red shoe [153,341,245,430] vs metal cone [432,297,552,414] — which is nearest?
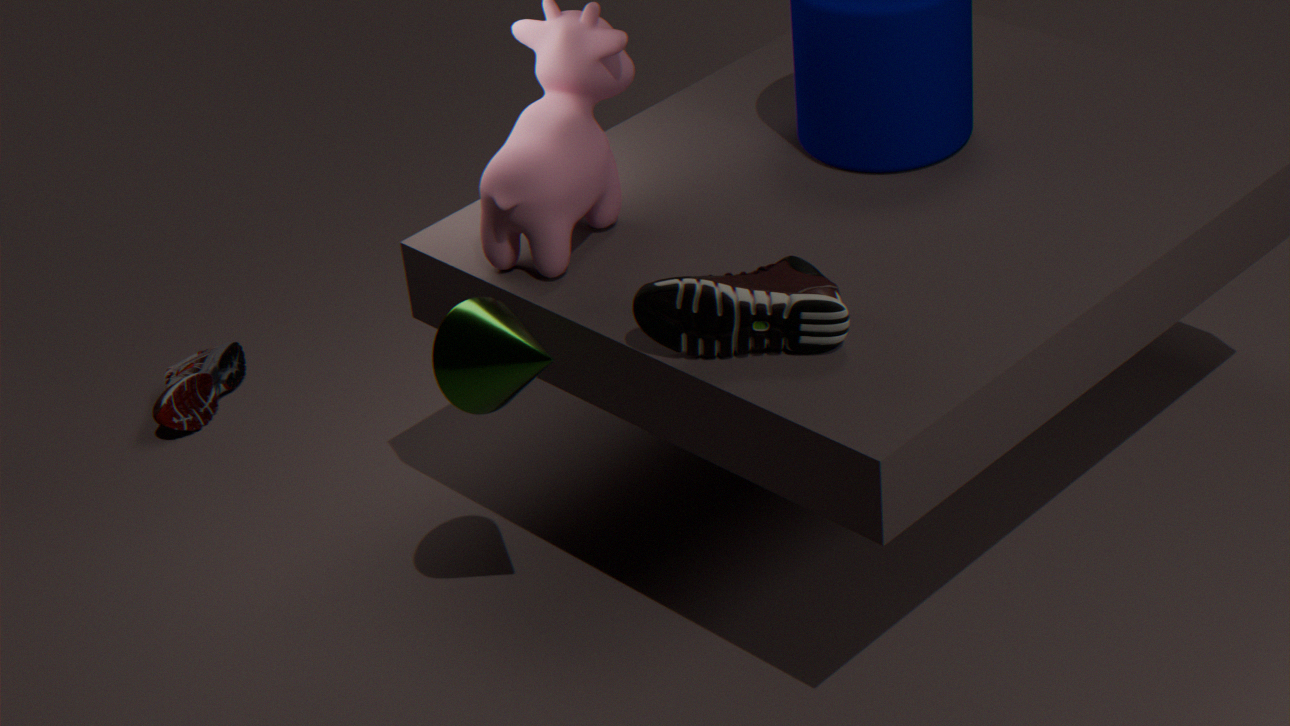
metal cone [432,297,552,414]
